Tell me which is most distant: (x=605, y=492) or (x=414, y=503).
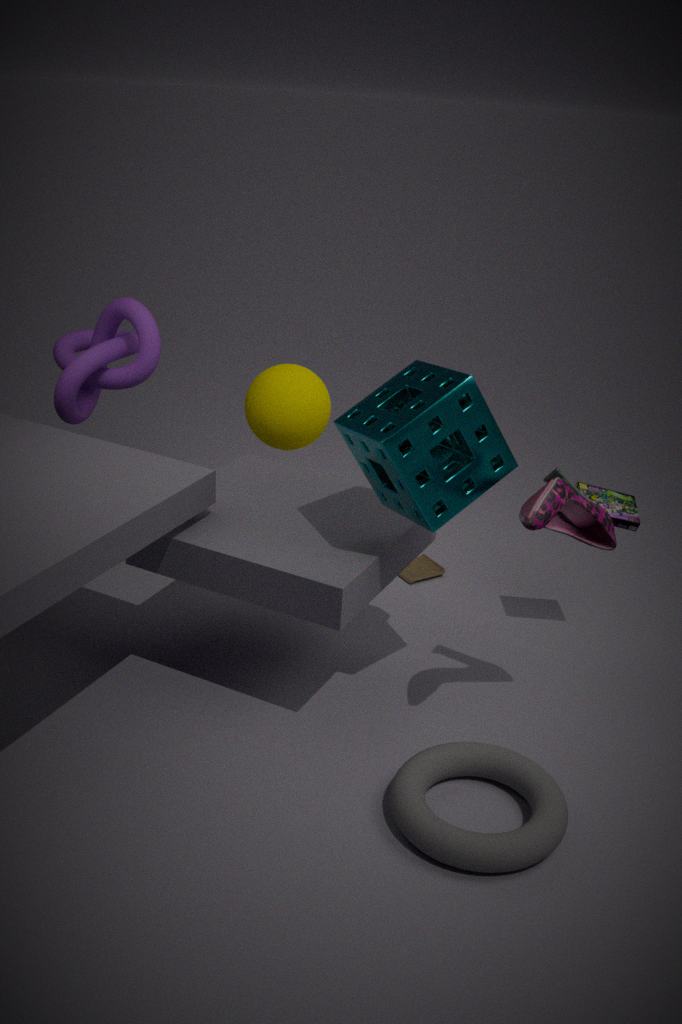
(x=605, y=492)
